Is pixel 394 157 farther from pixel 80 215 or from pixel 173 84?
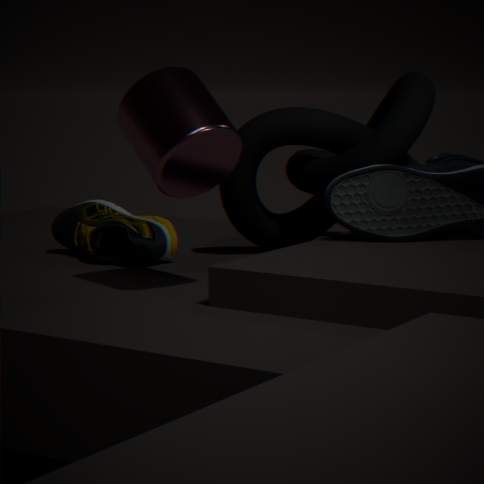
pixel 173 84
